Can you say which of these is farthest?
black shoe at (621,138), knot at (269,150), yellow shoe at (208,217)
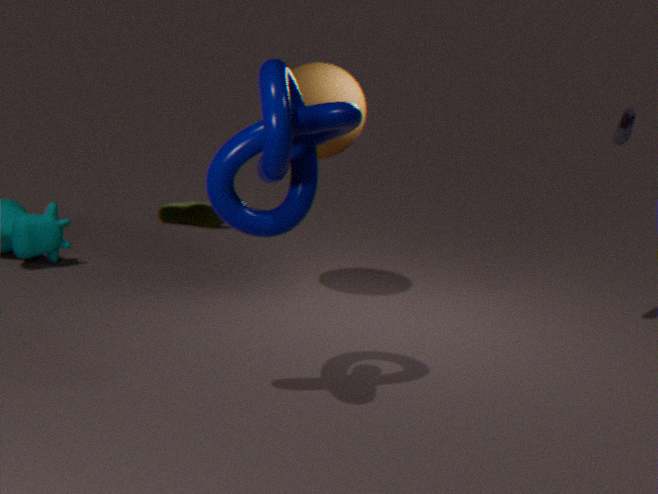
yellow shoe at (208,217)
